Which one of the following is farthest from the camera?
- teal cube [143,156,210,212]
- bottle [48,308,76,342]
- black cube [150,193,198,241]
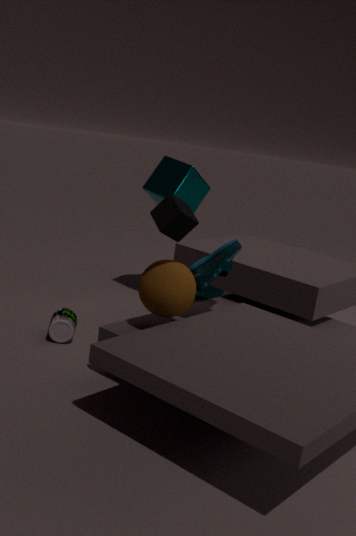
teal cube [143,156,210,212]
